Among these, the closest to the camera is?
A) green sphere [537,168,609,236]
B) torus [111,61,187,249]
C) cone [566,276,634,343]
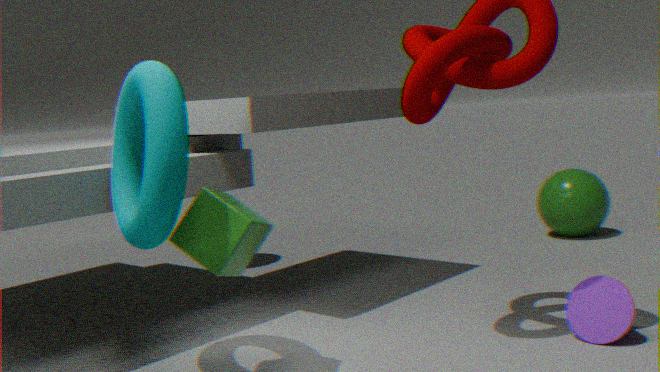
torus [111,61,187,249]
